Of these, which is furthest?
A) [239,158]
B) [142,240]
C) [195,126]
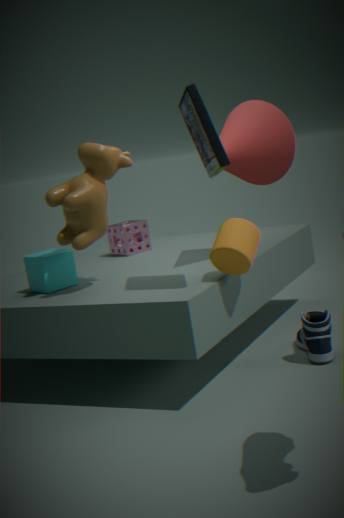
[142,240]
